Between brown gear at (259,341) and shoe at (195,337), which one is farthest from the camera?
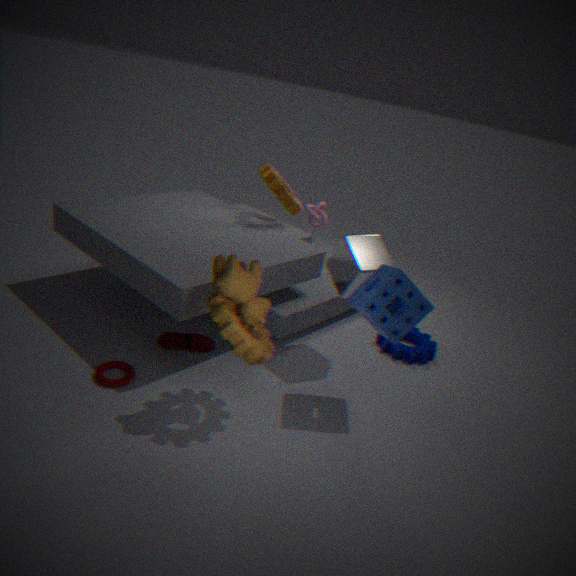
shoe at (195,337)
